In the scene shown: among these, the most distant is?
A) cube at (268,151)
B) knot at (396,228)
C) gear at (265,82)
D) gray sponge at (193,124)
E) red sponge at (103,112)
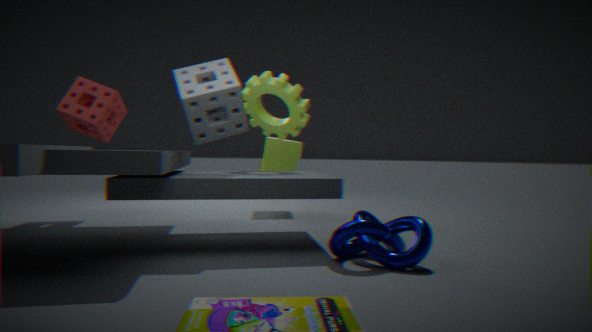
cube at (268,151)
